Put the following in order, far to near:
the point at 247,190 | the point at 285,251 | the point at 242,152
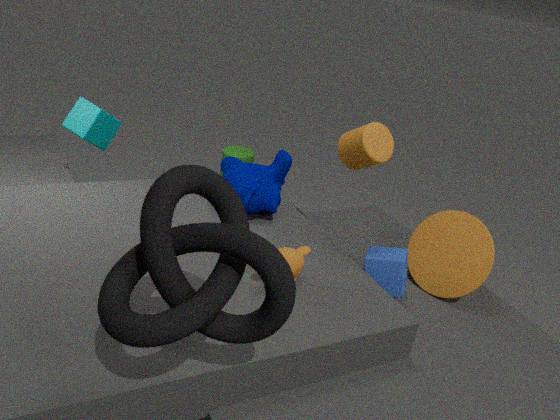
the point at 242,152, the point at 247,190, the point at 285,251
